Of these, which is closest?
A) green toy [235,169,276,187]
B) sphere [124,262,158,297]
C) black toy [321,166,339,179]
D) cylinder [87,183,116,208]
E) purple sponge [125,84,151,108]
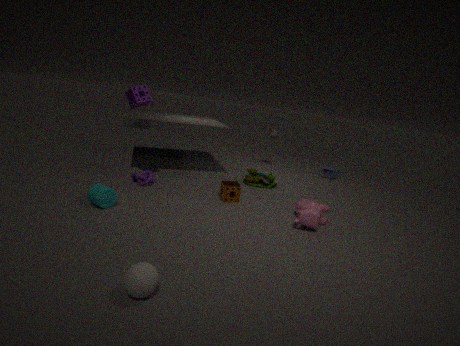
sphere [124,262,158,297]
